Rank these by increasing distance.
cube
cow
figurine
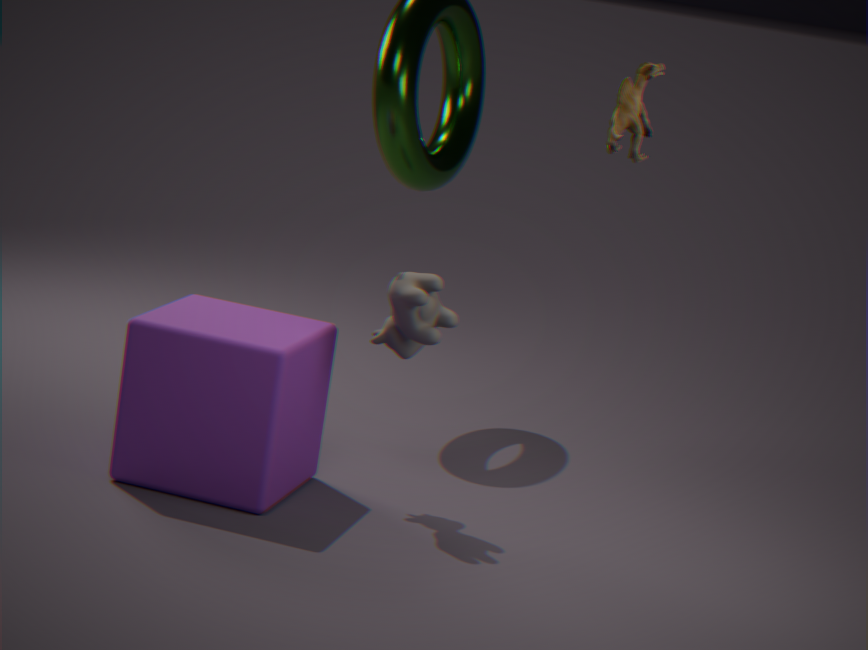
1. figurine
2. cube
3. cow
